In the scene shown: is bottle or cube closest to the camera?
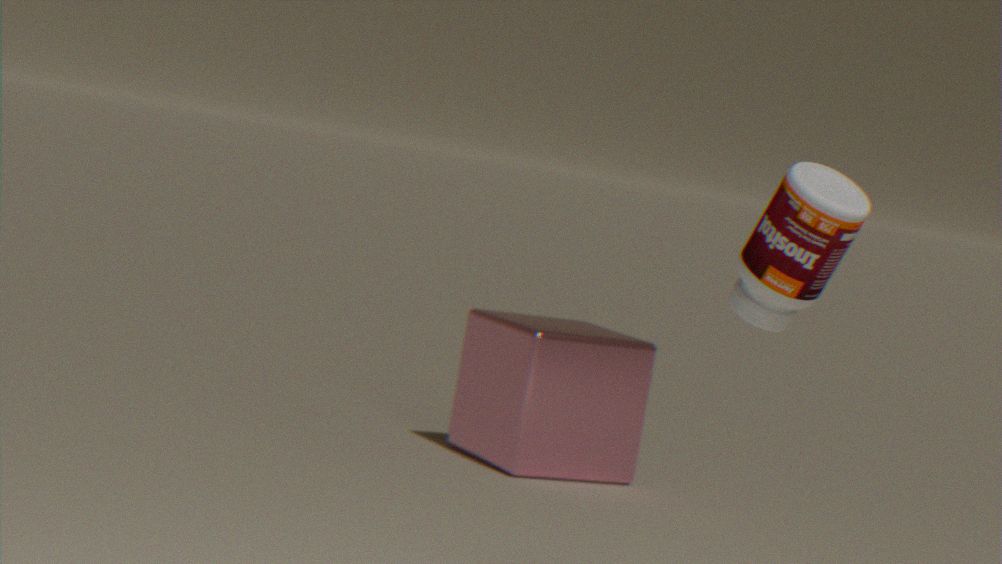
bottle
